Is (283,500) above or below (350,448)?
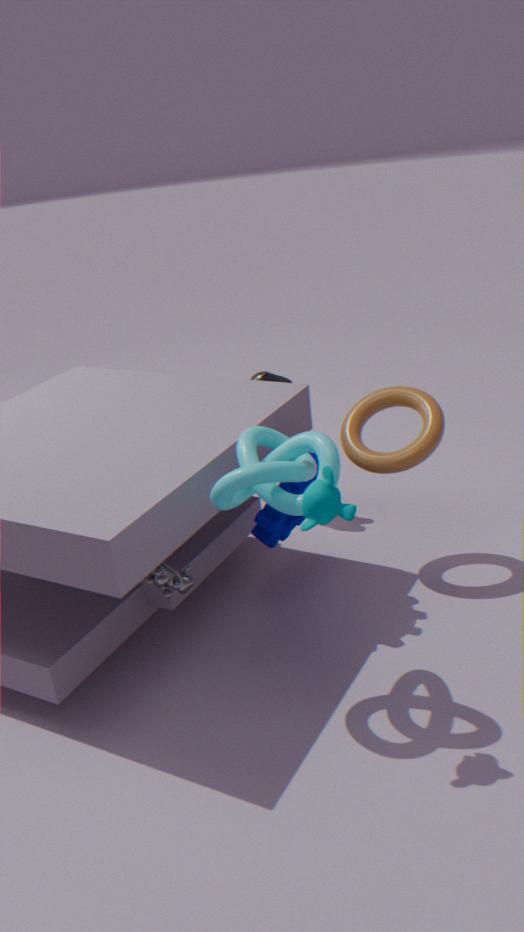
above
